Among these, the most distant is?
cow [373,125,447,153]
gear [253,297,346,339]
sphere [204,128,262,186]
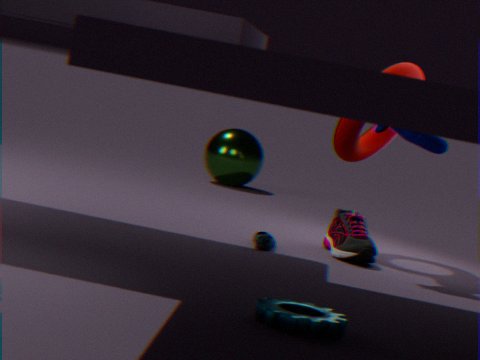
sphere [204,128,262,186]
